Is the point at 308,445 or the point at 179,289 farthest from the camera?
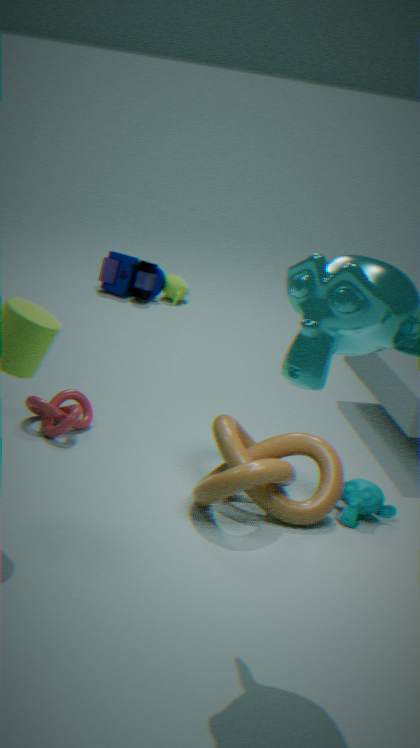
the point at 179,289
